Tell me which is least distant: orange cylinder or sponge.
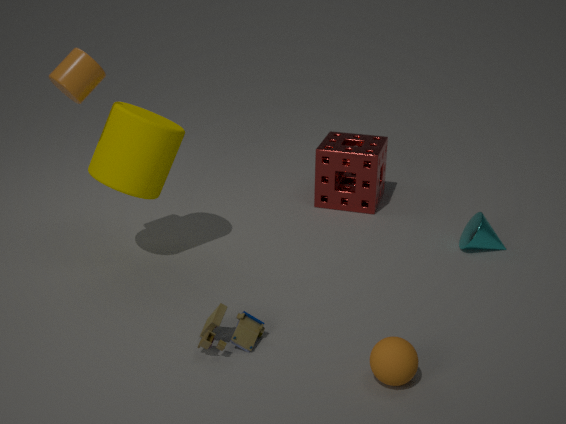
orange cylinder
